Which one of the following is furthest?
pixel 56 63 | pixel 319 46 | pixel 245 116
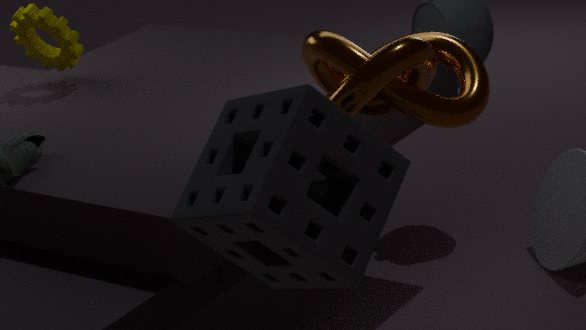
pixel 56 63
